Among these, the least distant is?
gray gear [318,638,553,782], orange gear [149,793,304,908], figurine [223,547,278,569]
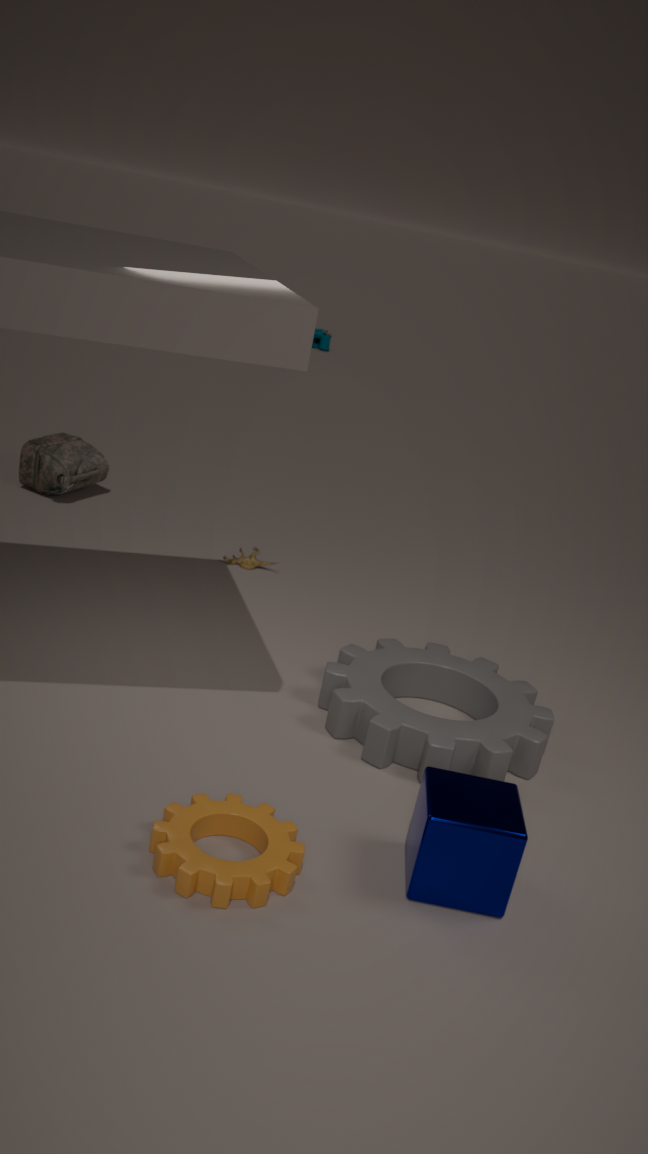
orange gear [149,793,304,908]
